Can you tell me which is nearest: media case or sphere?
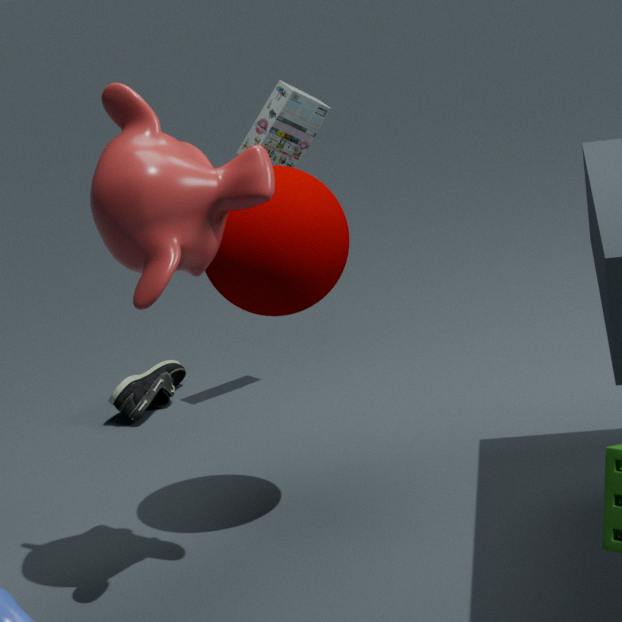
sphere
